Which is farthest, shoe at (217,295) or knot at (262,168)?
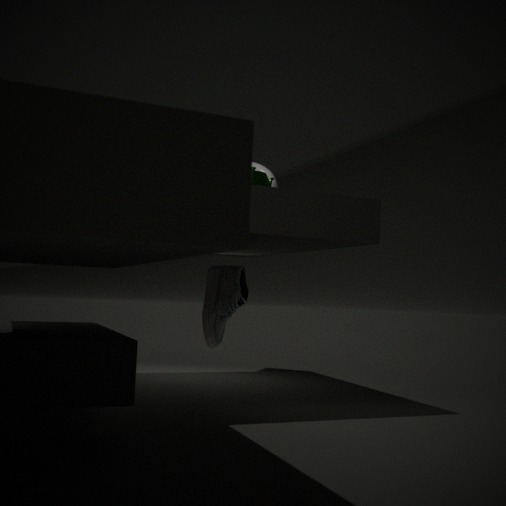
knot at (262,168)
